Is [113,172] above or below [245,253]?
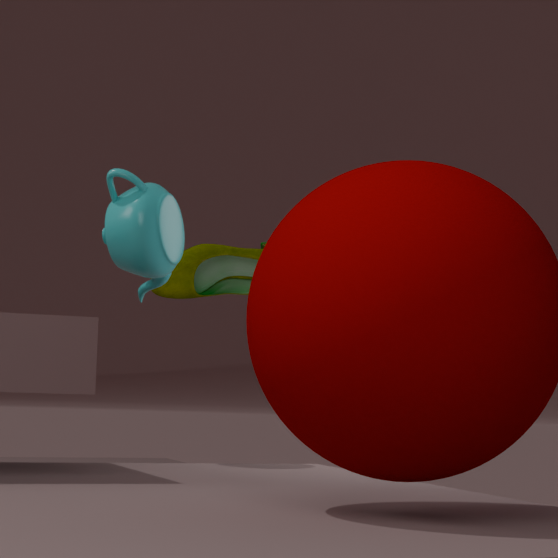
below
